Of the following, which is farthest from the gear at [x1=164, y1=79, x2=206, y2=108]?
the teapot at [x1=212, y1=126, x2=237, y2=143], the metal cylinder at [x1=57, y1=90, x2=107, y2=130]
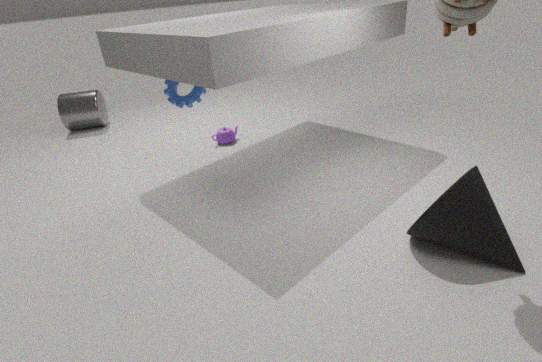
the metal cylinder at [x1=57, y1=90, x2=107, y2=130]
